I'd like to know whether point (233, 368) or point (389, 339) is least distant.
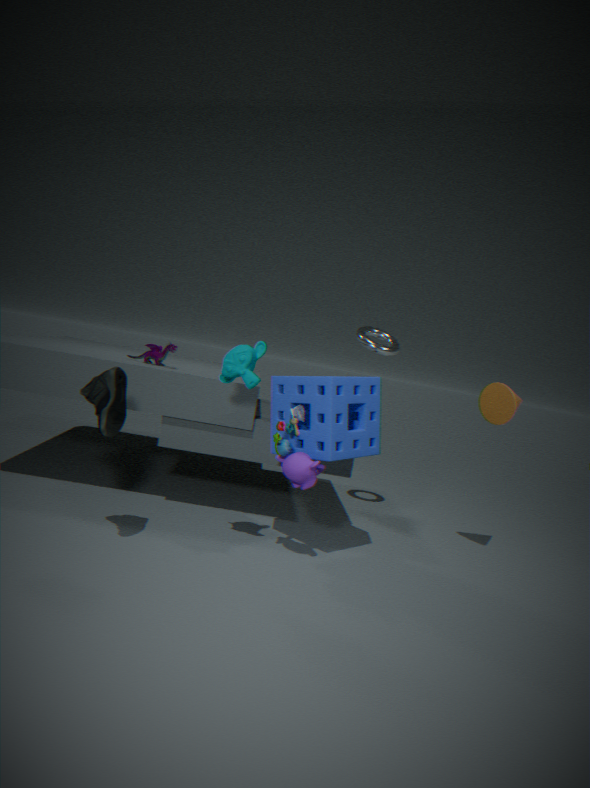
point (233, 368)
